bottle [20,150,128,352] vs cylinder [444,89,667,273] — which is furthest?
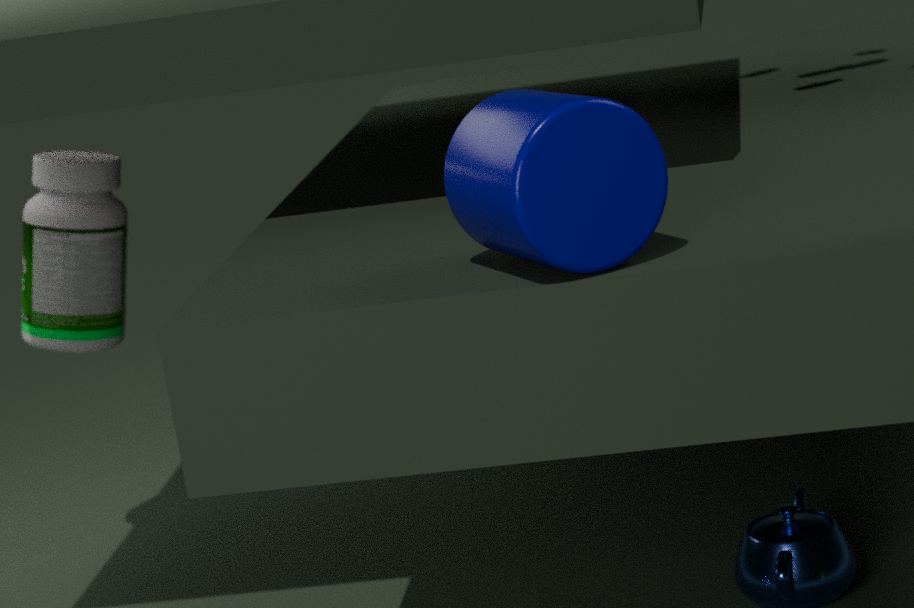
bottle [20,150,128,352]
